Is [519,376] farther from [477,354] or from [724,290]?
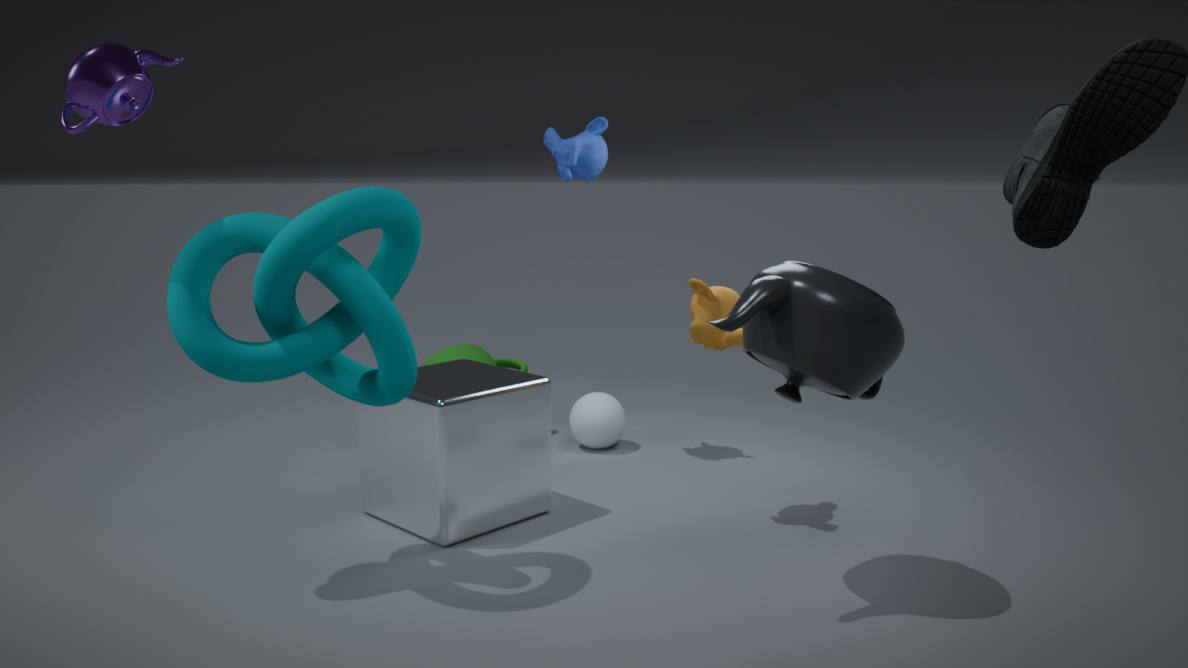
[724,290]
